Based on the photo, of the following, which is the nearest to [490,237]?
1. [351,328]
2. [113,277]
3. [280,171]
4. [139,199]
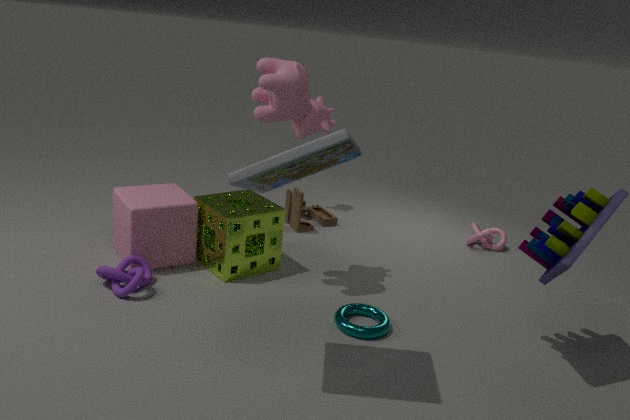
[351,328]
